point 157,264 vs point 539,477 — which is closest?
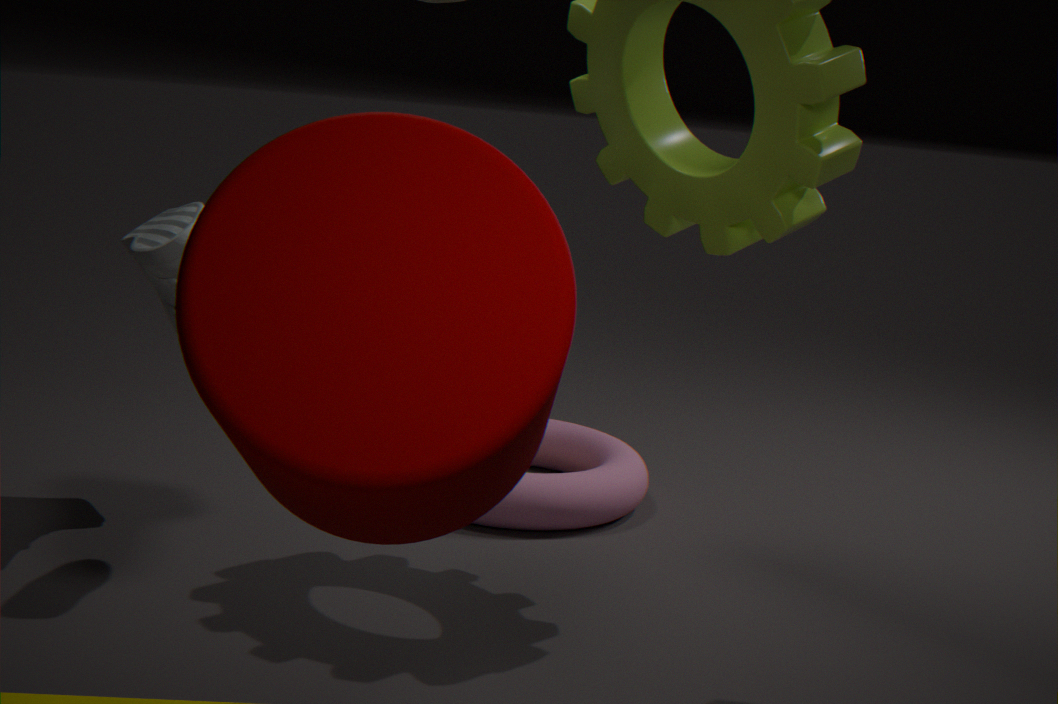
point 157,264
